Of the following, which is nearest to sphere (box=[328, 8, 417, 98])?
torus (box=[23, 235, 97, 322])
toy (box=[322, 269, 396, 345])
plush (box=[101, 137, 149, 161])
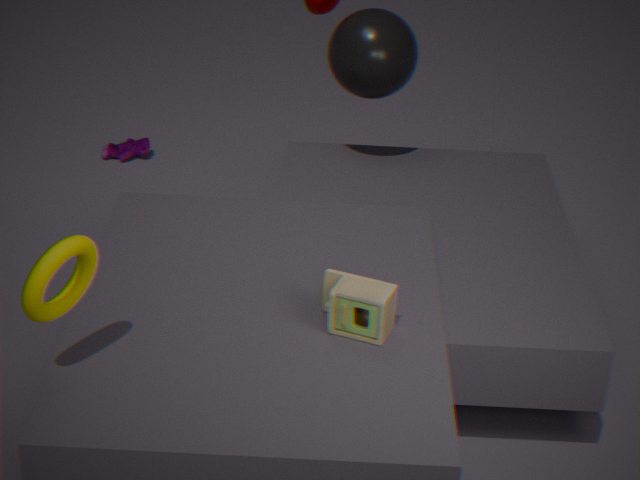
toy (box=[322, 269, 396, 345])
